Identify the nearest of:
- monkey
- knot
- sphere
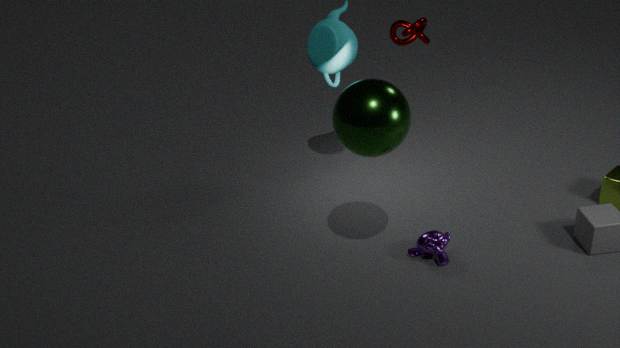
sphere
